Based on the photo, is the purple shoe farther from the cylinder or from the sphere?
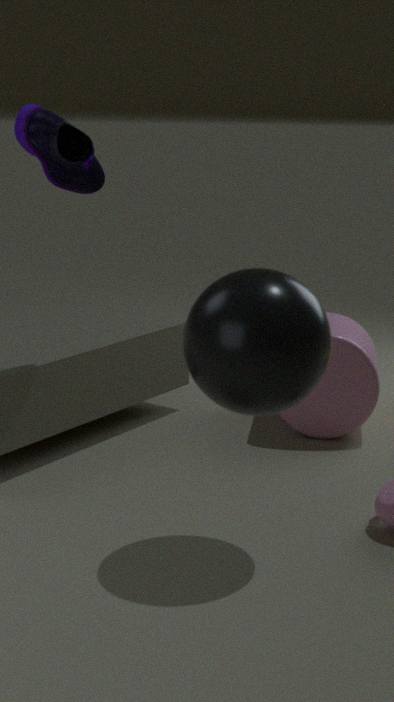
the cylinder
